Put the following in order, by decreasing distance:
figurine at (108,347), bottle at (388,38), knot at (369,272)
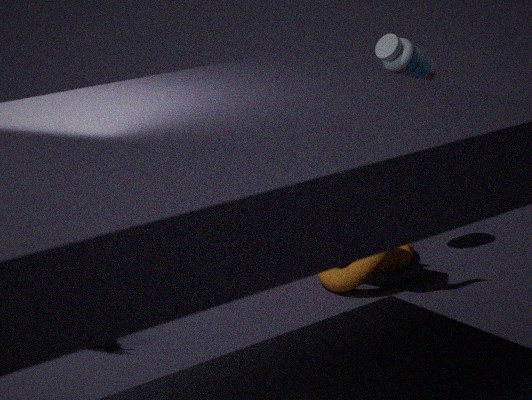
bottle at (388,38) < knot at (369,272) < figurine at (108,347)
